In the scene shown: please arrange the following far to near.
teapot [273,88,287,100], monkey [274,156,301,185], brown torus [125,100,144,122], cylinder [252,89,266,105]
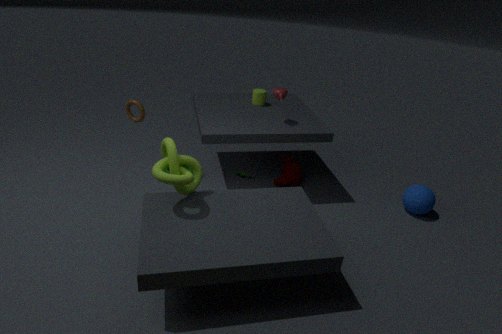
cylinder [252,89,266,105] < monkey [274,156,301,185] < teapot [273,88,287,100] < brown torus [125,100,144,122]
